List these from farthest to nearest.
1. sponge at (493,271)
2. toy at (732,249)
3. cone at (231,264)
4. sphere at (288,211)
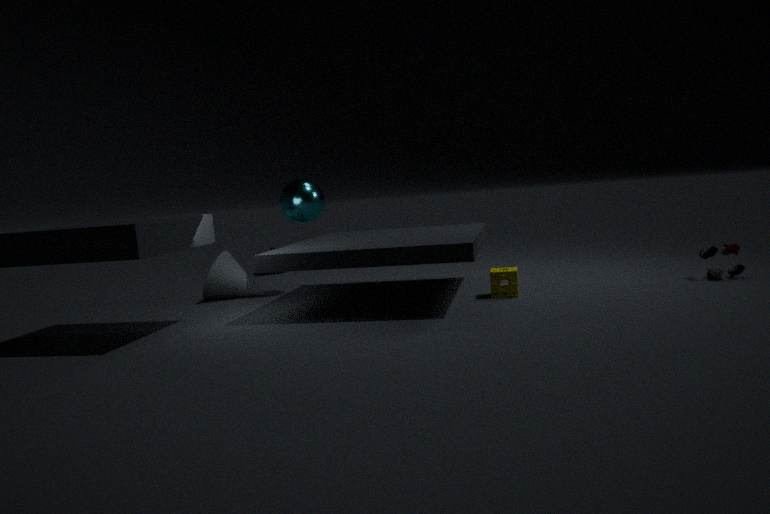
cone at (231,264) < sphere at (288,211) < sponge at (493,271) < toy at (732,249)
